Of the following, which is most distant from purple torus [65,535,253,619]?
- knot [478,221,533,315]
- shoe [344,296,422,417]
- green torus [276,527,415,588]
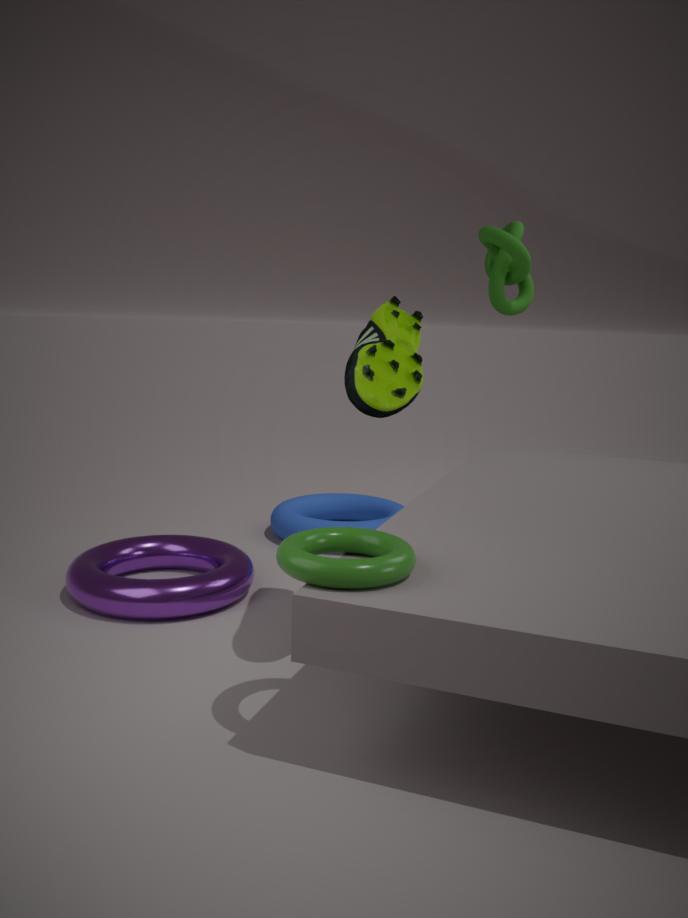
knot [478,221,533,315]
